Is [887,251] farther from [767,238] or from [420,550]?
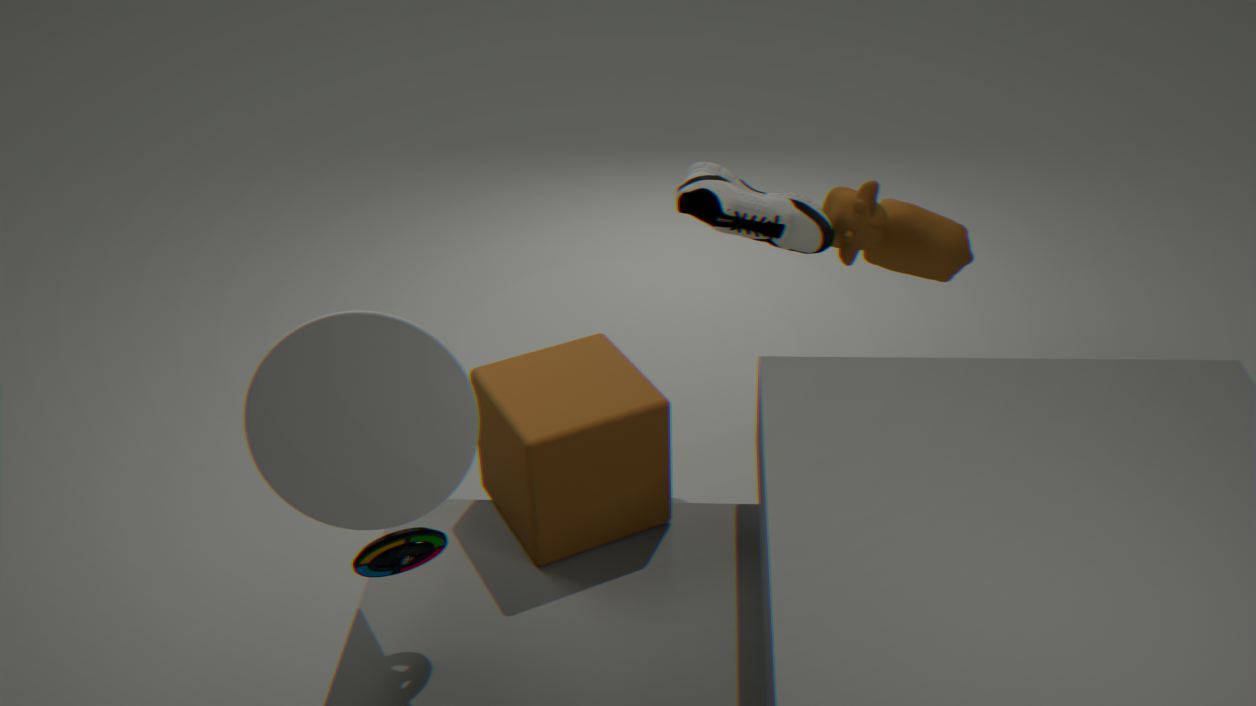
[420,550]
